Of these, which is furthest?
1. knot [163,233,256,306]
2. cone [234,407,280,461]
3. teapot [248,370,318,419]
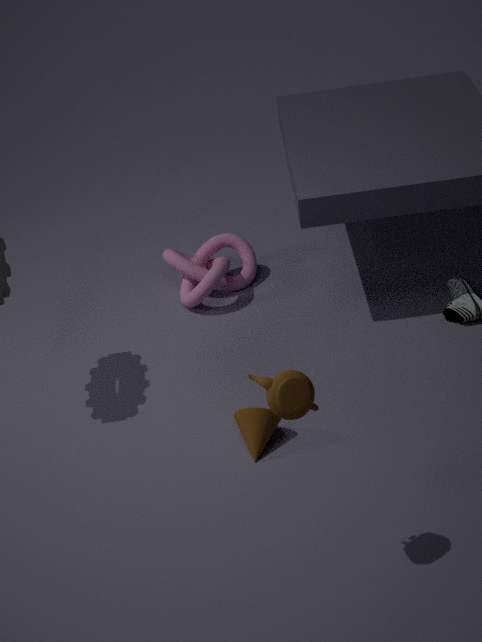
knot [163,233,256,306]
